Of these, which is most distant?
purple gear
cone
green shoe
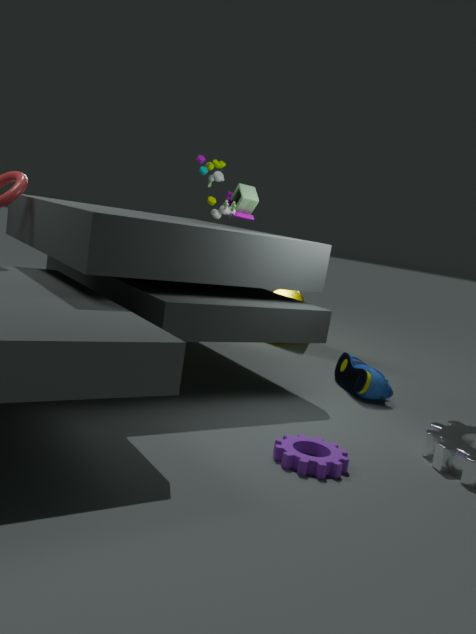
cone
